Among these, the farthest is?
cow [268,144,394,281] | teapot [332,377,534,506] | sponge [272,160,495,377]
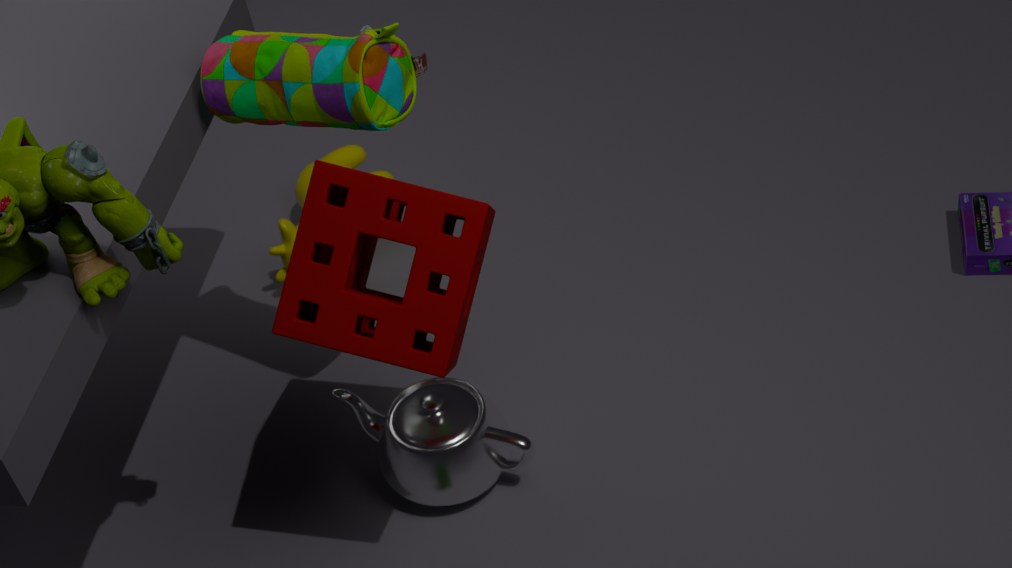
cow [268,144,394,281]
